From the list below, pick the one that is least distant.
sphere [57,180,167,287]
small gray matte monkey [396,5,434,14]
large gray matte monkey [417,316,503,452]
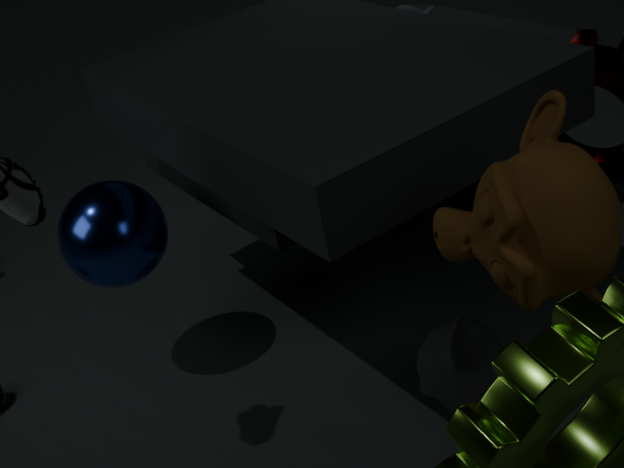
large gray matte monkey [417,316,503,452]
